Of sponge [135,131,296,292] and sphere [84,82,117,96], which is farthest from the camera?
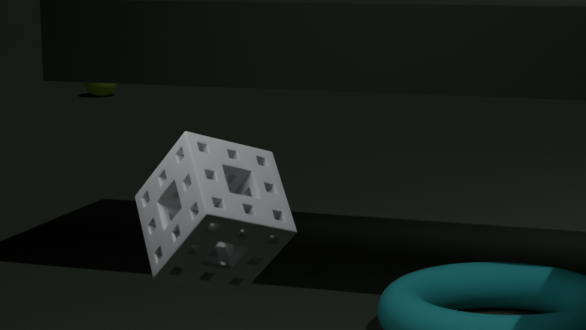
sphere [84,82,117,96]
